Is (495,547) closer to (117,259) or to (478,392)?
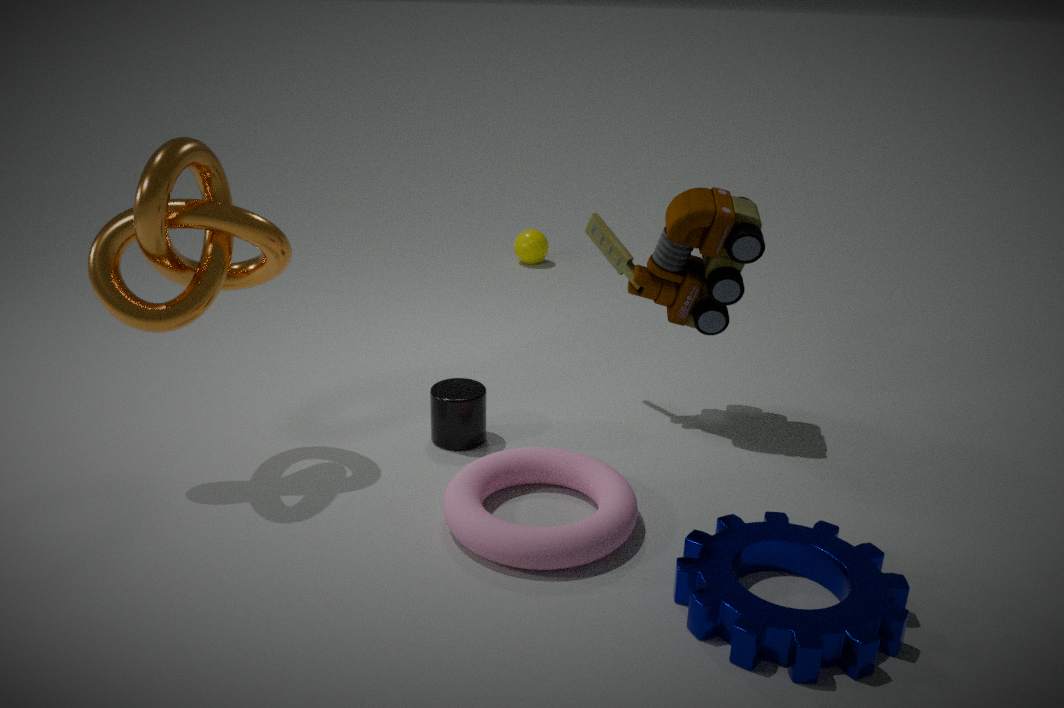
(478,392)
